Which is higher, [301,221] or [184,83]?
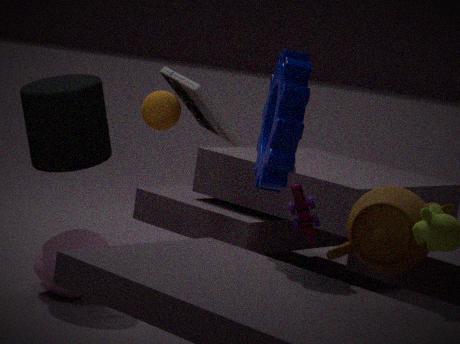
[184,83]
